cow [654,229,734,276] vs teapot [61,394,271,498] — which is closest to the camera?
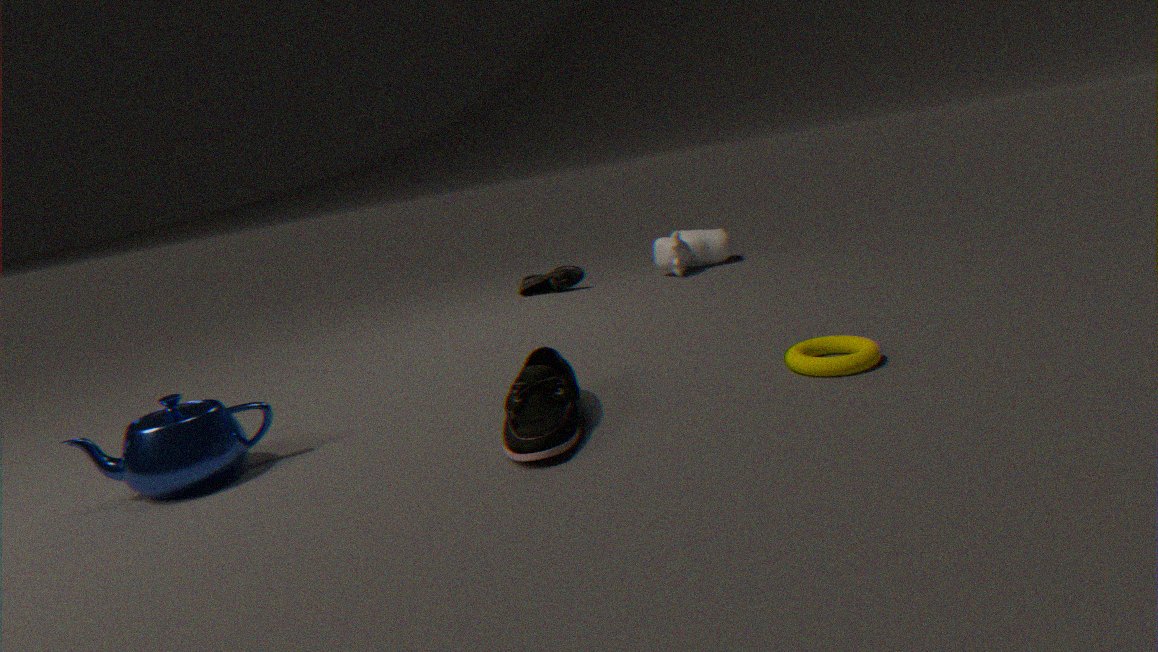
teapot [61,394,271,498]
